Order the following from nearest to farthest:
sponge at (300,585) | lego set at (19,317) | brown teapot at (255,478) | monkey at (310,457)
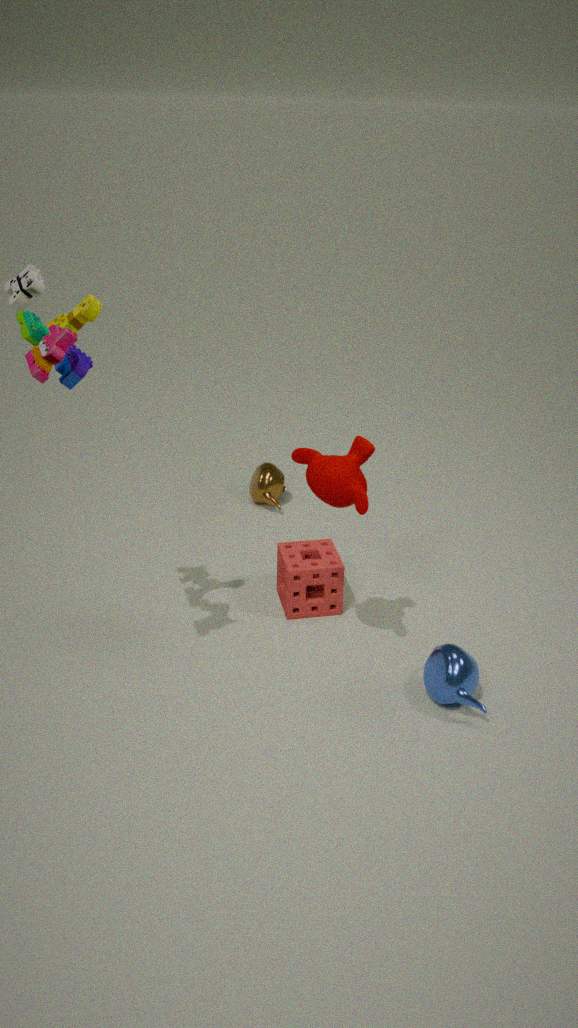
lego set at (19,317), monkey at (310,457), sponge at (300,585), brown teapot at (255,478)
